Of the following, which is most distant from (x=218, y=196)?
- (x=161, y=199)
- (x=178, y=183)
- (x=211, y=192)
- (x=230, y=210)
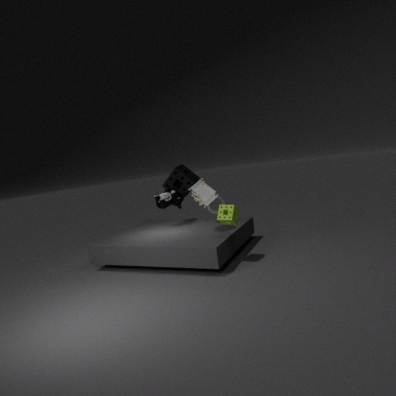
(x=230, y=210)
